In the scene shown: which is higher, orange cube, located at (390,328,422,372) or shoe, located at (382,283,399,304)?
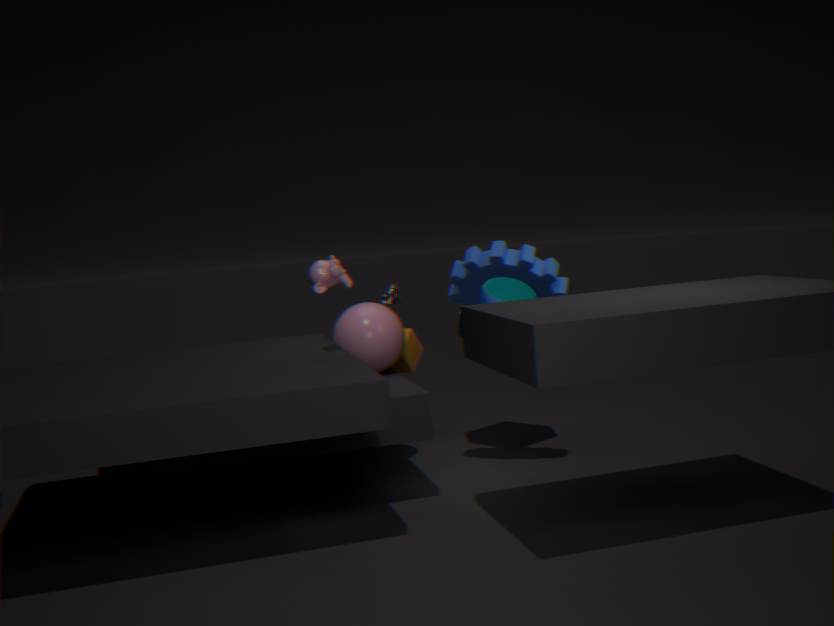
shoe, located at (382,283,399,304)
